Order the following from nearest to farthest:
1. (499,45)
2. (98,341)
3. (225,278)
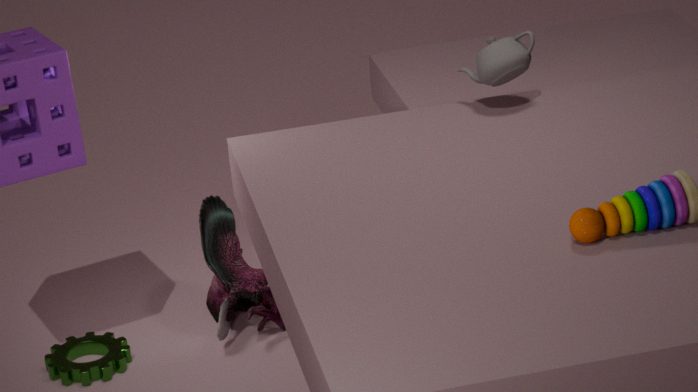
1. (499,45)
2. (98,341)
3. (225,278)
